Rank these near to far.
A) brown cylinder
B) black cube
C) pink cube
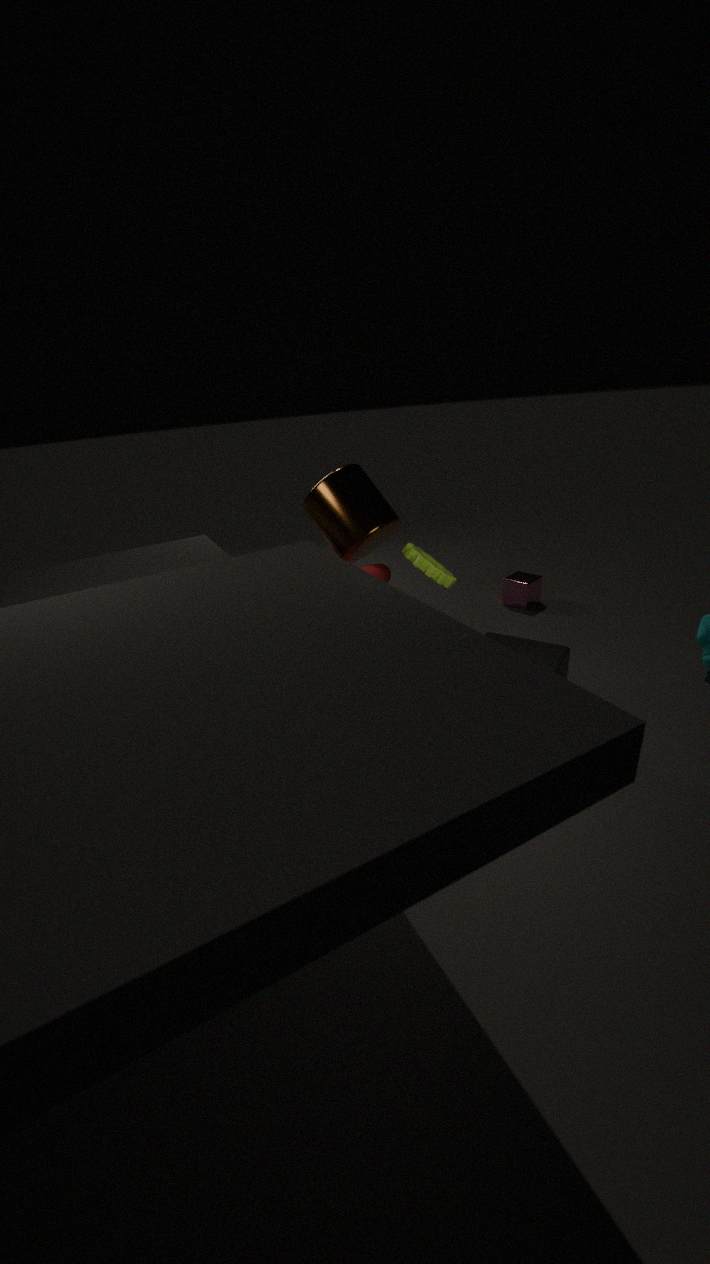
black cube < brown cylinder < pink cube
